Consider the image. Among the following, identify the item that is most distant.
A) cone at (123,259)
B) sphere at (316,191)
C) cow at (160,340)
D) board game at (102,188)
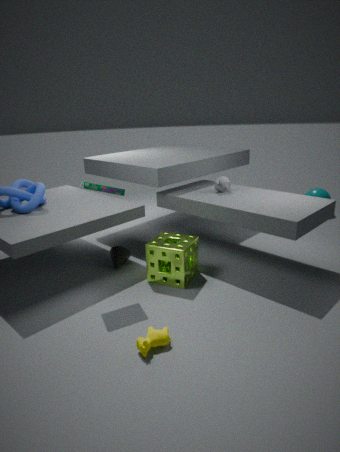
sphere at (316,191)
